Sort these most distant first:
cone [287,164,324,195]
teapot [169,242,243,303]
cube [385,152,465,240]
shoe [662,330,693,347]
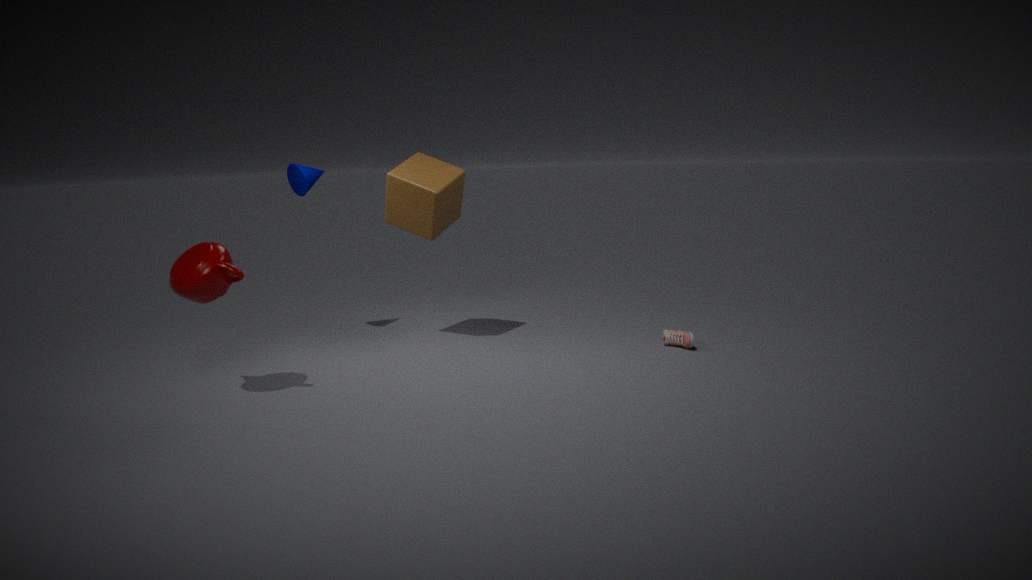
cone [287,164,324,195], shoe [662,330,693,347], cube [385,152,465,240], teapot [169,242,243,303]
